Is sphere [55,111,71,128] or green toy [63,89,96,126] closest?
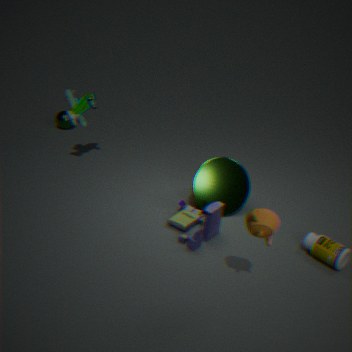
green toy [63,89,96,126]
